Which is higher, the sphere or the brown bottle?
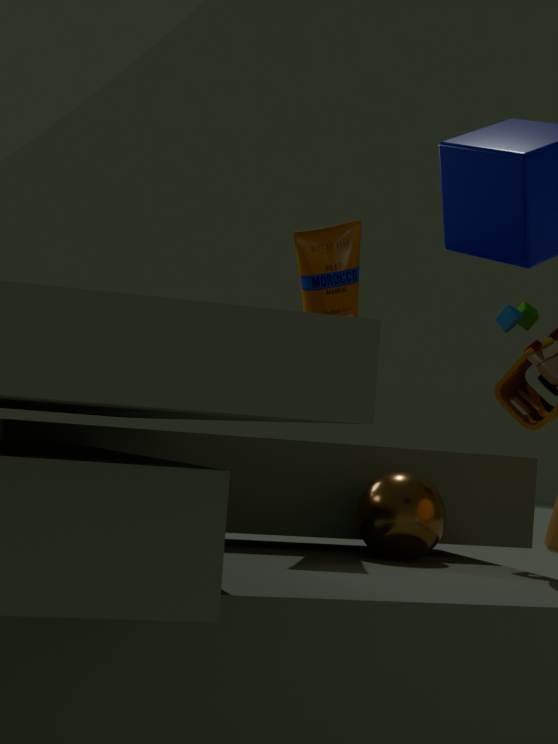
the brown bottle
